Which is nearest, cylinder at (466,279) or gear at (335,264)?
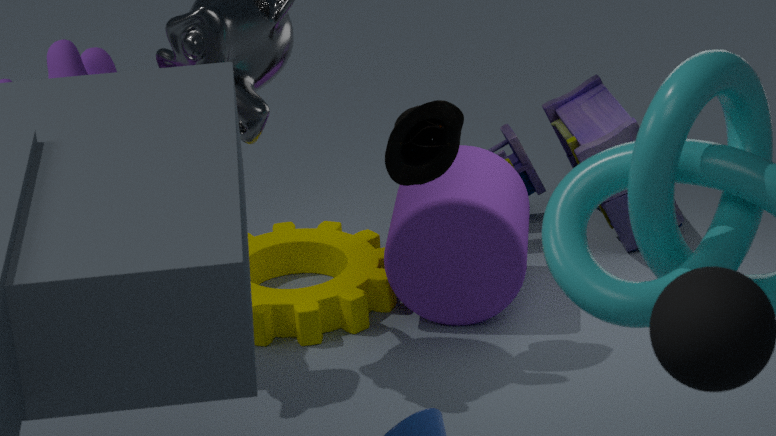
cylinder at (466,279)
